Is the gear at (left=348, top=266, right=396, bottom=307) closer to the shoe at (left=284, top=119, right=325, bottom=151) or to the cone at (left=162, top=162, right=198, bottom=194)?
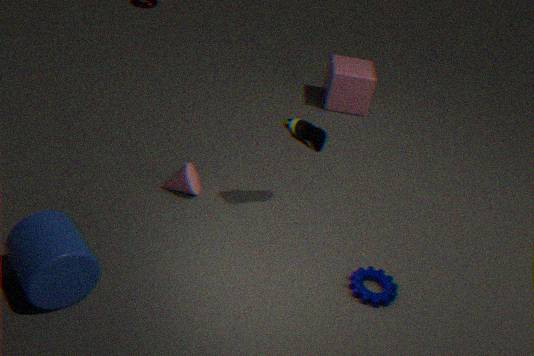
the shoe at (left=284, top=119, right=325, bottom=151)
